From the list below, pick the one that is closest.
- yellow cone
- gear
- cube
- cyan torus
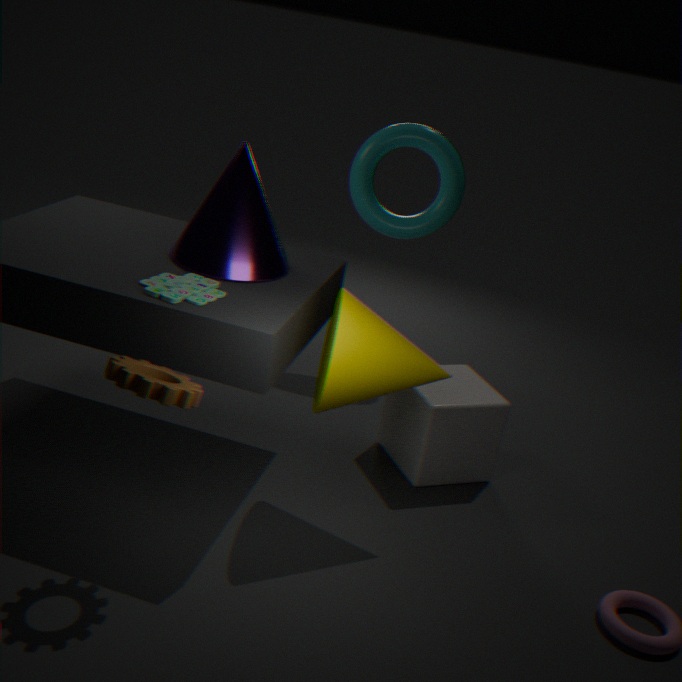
gear
